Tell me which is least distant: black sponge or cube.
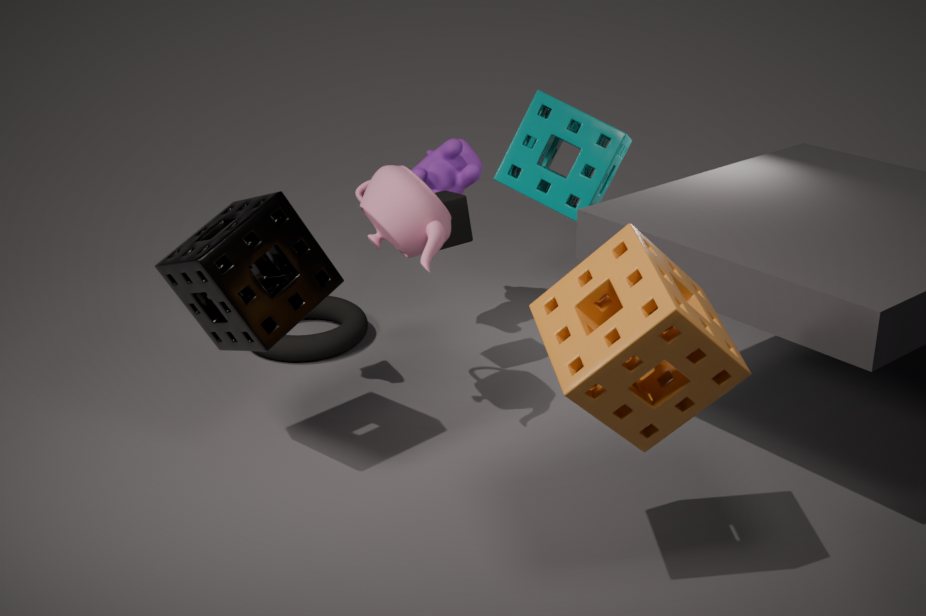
black sponge
